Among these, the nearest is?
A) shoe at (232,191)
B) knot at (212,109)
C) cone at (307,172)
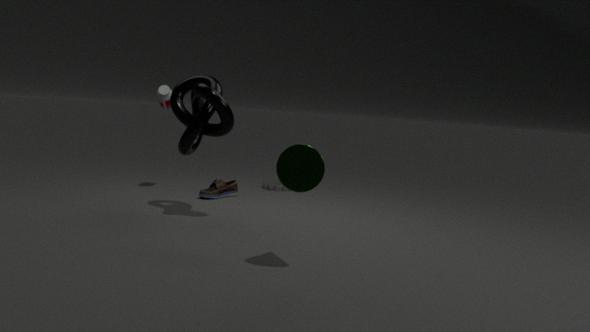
cone at (307,172)
